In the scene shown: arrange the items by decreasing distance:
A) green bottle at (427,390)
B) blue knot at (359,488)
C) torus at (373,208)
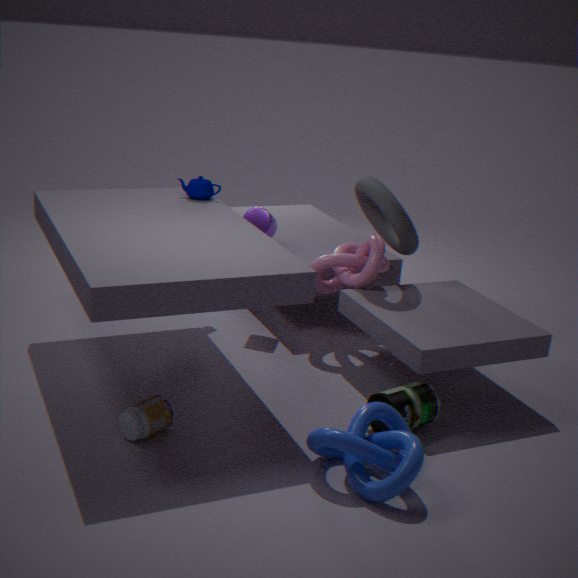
1. torus at (373,208)
2. green bottle at (427,390)
3. blue knot at (359,488)
